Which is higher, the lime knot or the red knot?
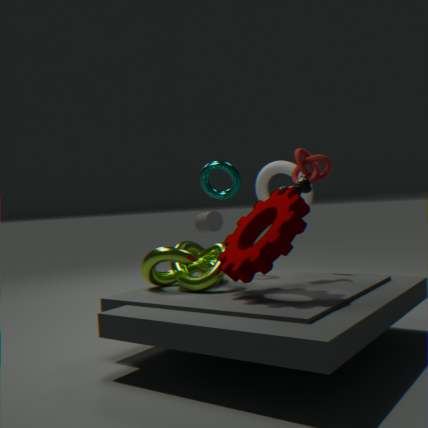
the red knot
